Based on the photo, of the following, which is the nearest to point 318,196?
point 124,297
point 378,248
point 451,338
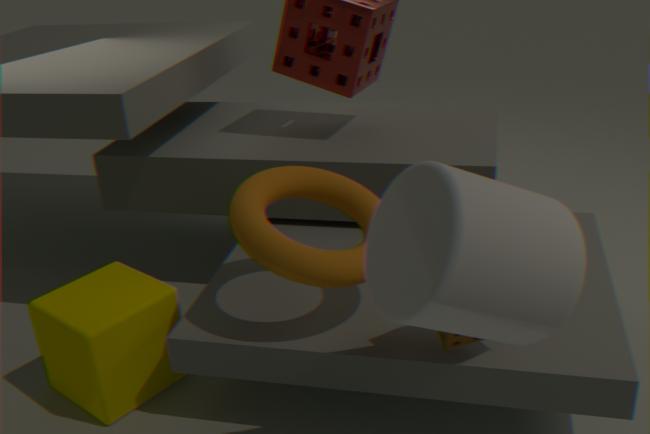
point 451,338
